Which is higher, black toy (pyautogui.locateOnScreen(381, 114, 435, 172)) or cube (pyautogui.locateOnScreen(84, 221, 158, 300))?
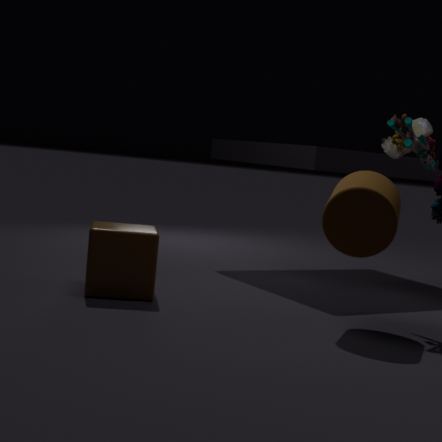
black toy (pyautogui.locateOnScreen(381, 114, 435, 172))
